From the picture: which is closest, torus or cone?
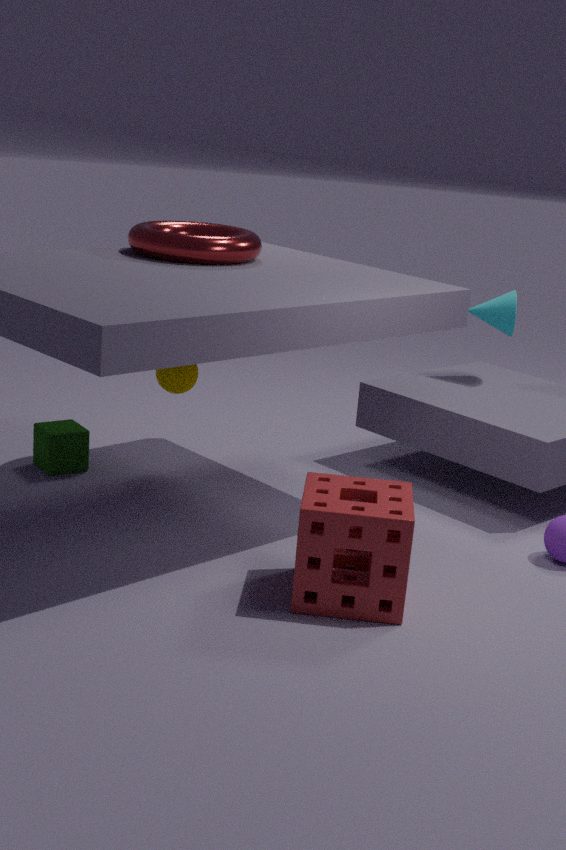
torus
